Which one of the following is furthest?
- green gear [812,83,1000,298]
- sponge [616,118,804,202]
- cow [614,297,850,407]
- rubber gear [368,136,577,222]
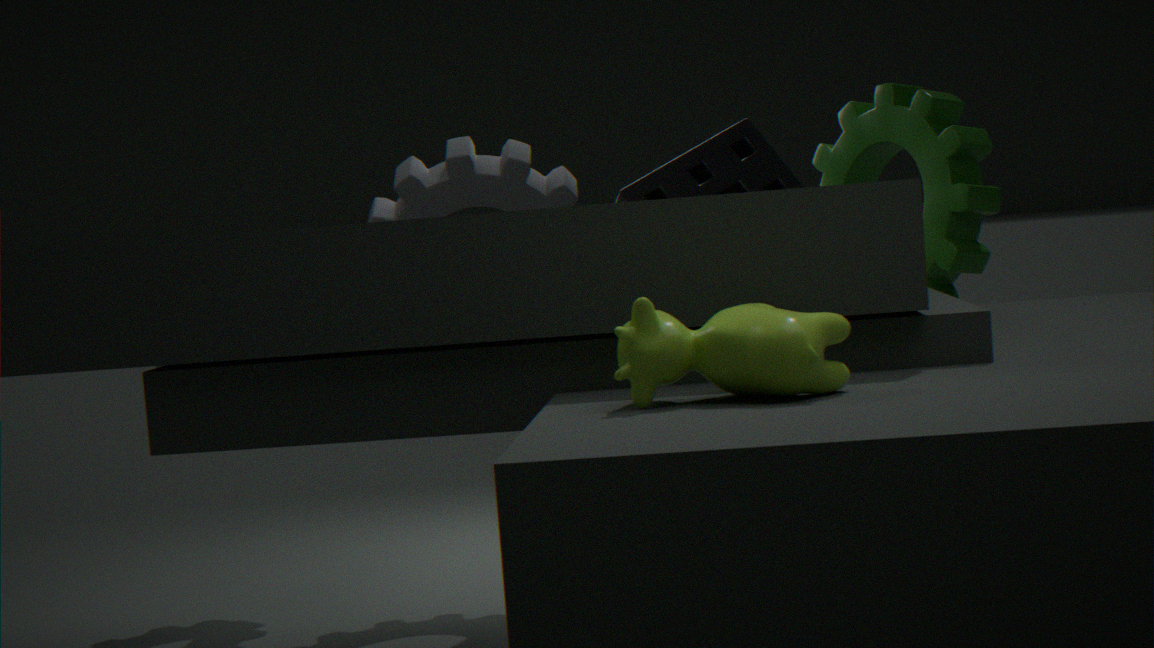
rubber gear [368,136,577,222]
